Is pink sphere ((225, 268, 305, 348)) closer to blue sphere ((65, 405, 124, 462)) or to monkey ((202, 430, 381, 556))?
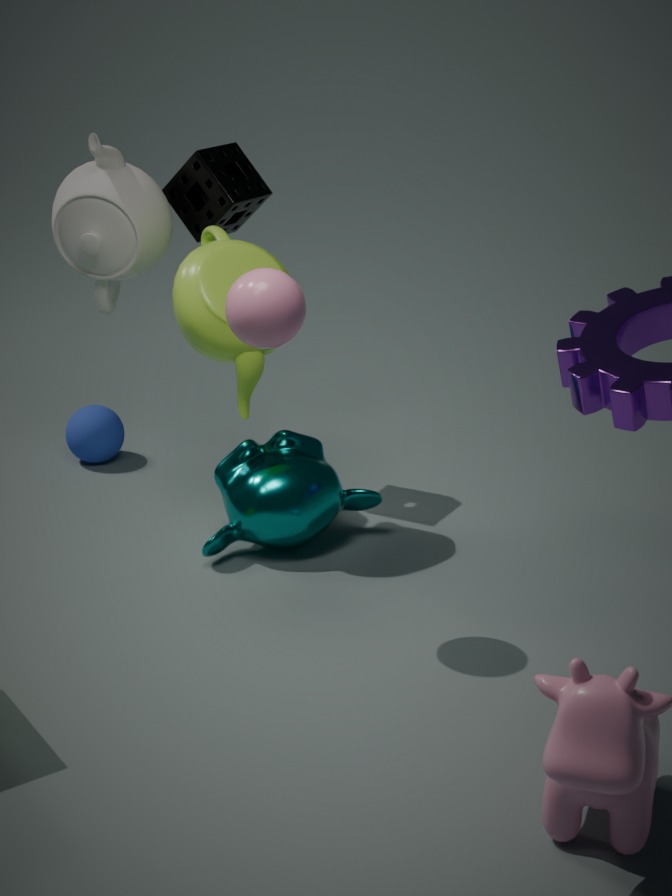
monkey ((202, 430, 381, 556))
